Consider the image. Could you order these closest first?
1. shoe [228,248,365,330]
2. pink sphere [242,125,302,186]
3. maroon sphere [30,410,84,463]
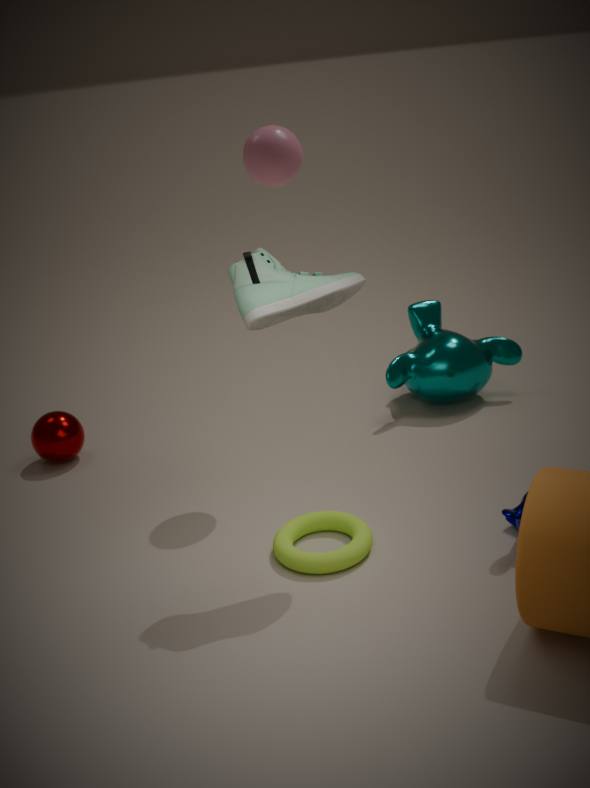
shoe [228,248,365,330] → pink sphere [242,125,302,186] → maroon sphere [30,410,84,463]
